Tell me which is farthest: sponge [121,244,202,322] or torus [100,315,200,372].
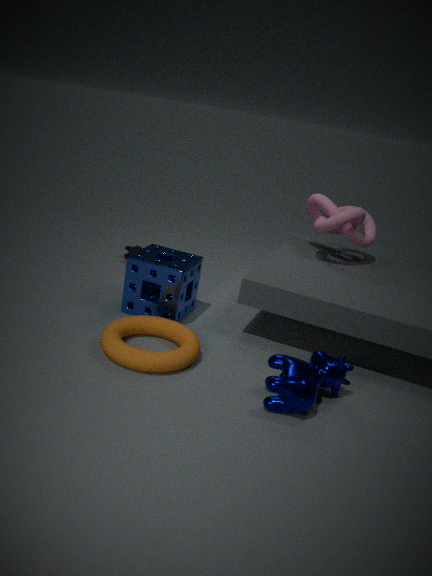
sponge [121,244,202,322]
